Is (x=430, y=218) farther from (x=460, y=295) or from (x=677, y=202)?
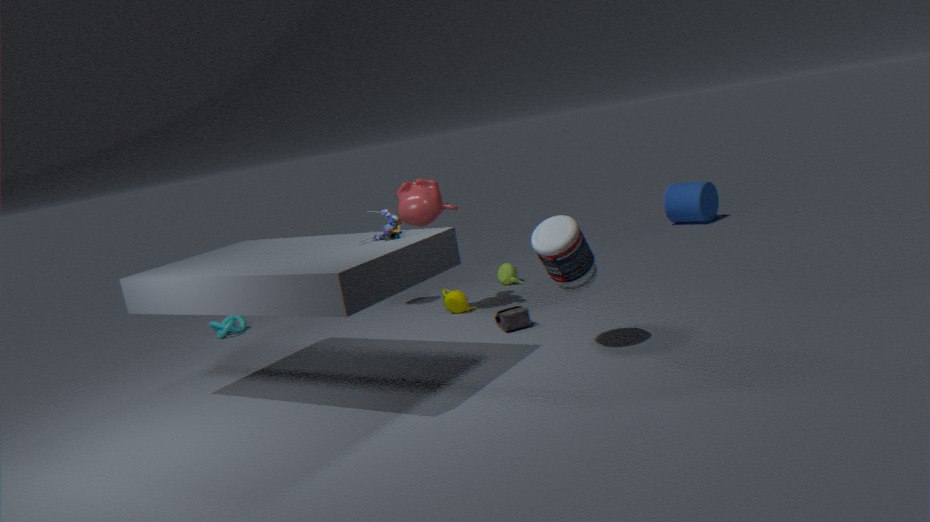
(x=677, y=202)
